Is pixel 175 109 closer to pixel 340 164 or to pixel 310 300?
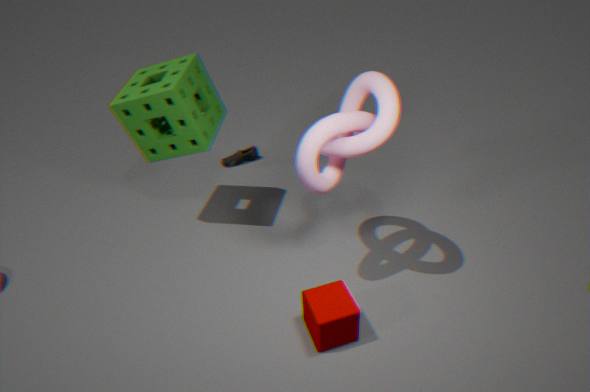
pixel 340 164
